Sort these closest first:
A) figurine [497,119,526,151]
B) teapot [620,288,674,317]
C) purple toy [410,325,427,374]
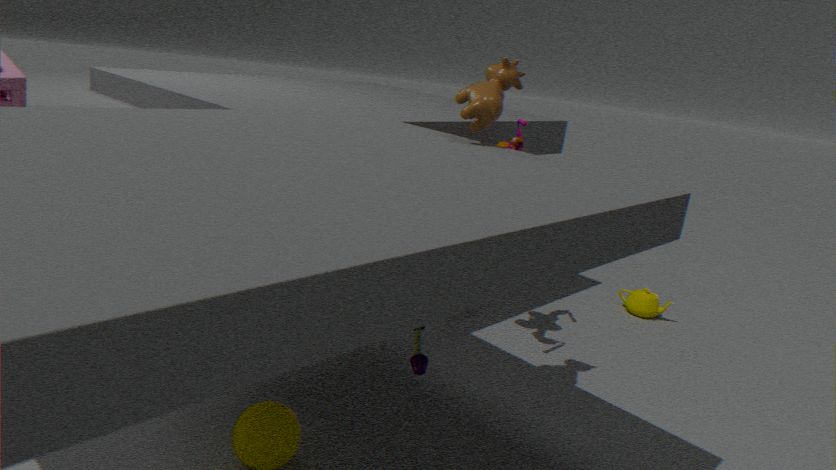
1. purple toy [410,325,427,374]
2. figurine [497,119,526,151]
3. teapot [620,288,674,317]
